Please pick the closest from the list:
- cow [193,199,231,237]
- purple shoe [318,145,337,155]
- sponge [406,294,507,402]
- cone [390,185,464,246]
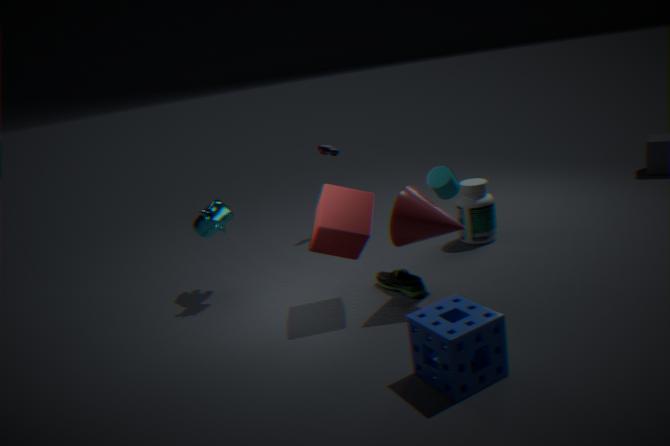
sponge [406,294,507,402]
